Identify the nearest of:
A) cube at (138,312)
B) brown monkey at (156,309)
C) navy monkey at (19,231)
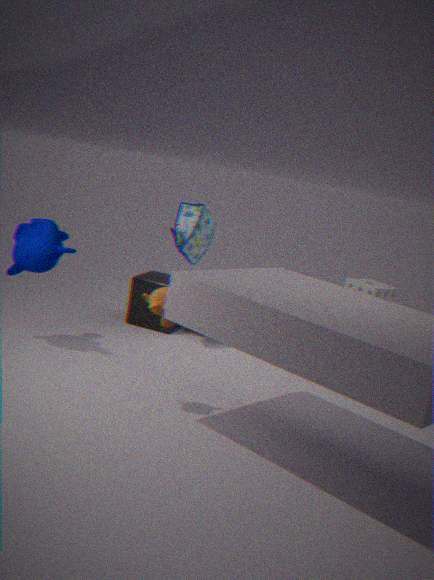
brown monkey at (156,309)
